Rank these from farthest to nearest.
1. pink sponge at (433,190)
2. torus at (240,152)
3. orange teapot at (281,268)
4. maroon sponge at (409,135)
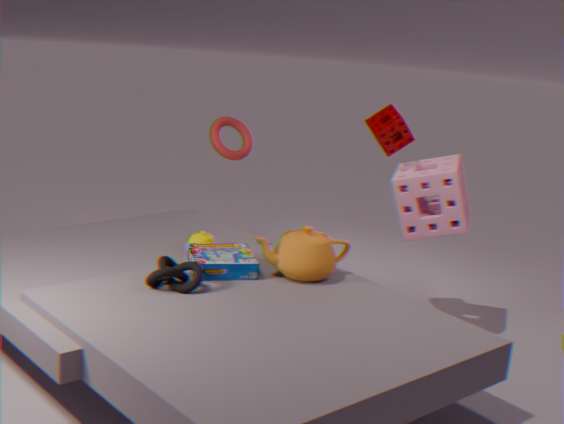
torus at (240,152)
maroon sponge at (409,135)
pink sponge at (433,190)
orange teapot at (281,268)
